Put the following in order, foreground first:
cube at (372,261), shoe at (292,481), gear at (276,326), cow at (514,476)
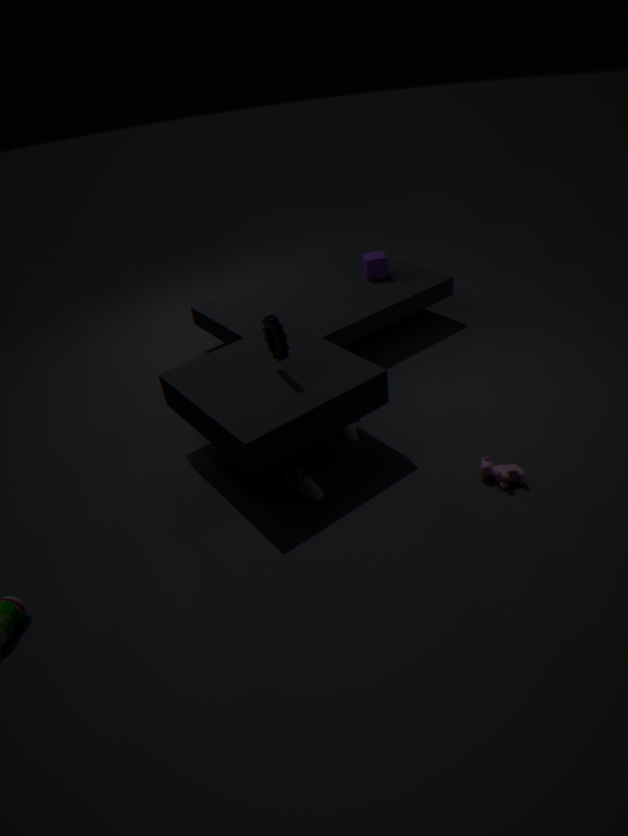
1. cow at (514,476)
2. gear at (276,326)
3. shoe at (292,481)
4. cube at (372,261)
